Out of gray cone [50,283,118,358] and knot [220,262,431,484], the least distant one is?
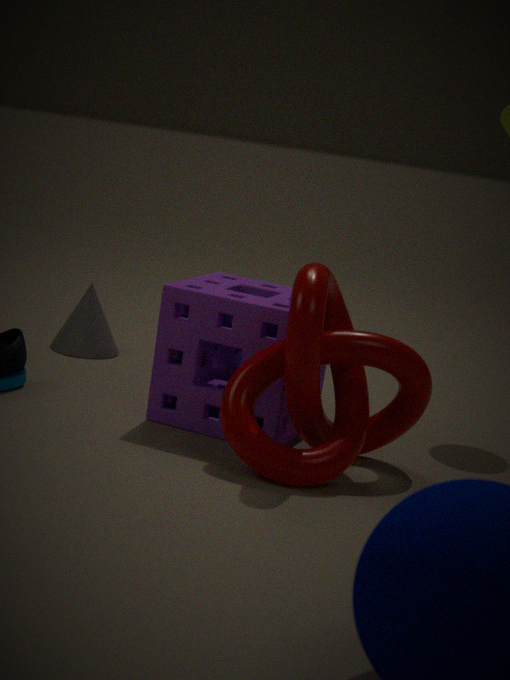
knot [220,262,431,484]
